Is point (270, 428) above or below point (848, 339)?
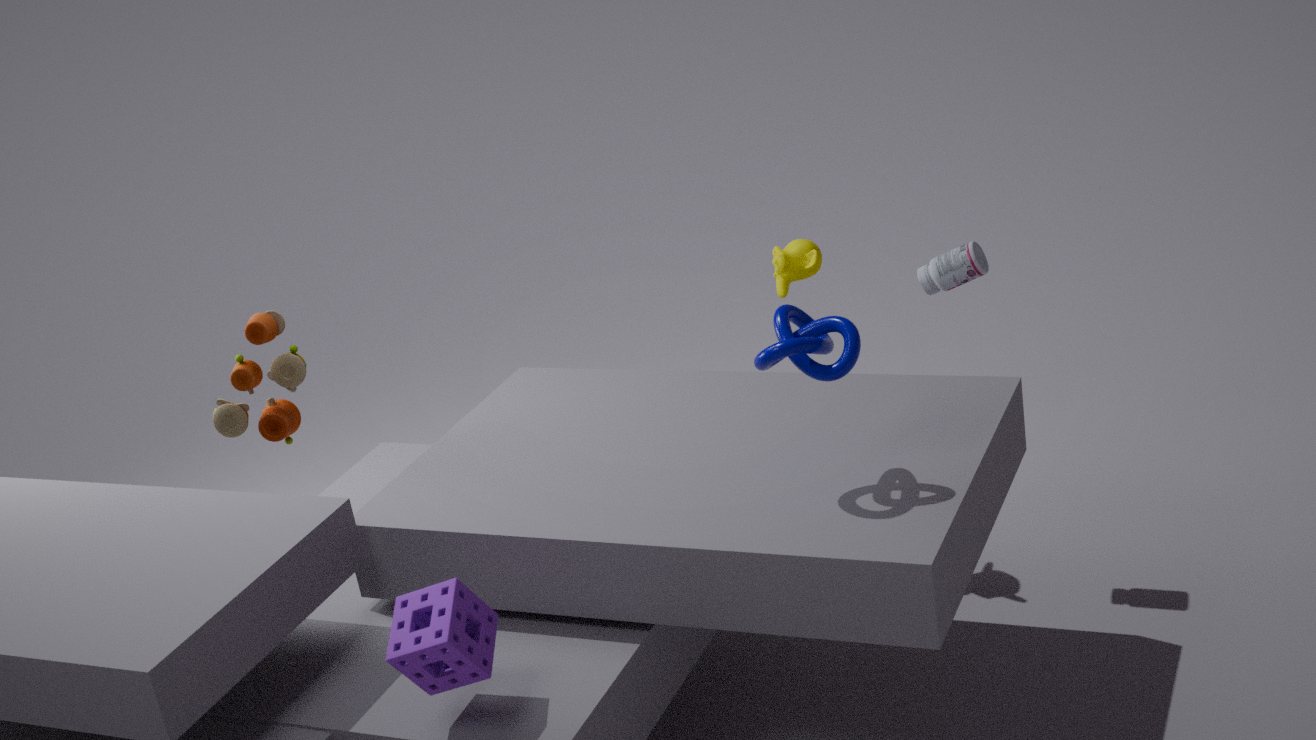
below
